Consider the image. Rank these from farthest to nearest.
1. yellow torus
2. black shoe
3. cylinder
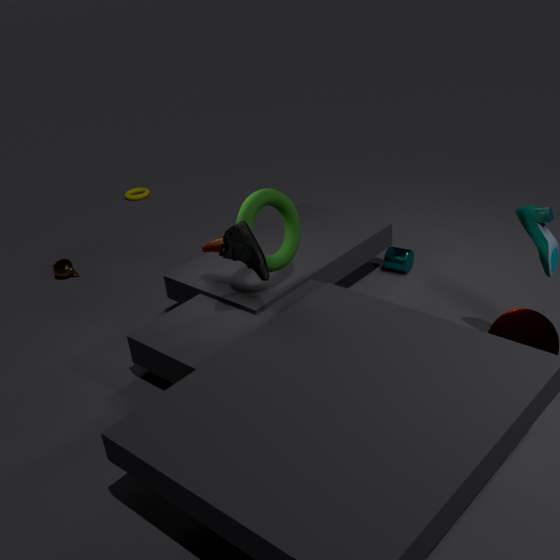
yellow torus, cylinder, black shoe
